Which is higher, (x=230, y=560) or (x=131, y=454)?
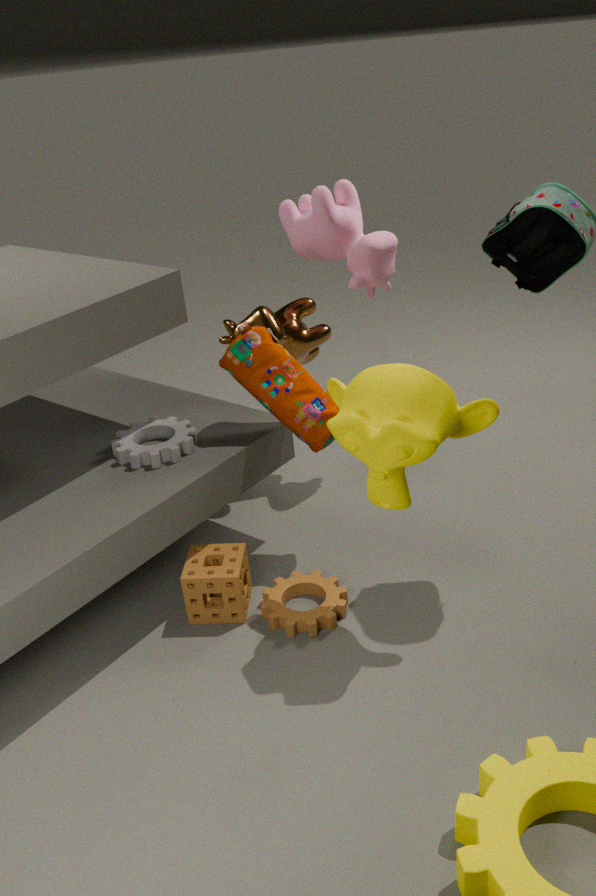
(x=131, y=454)
